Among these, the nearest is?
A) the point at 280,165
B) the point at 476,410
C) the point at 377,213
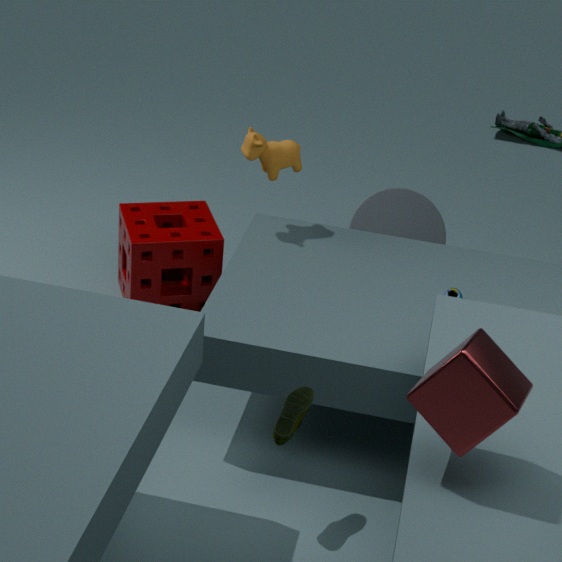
the point at 476,410
